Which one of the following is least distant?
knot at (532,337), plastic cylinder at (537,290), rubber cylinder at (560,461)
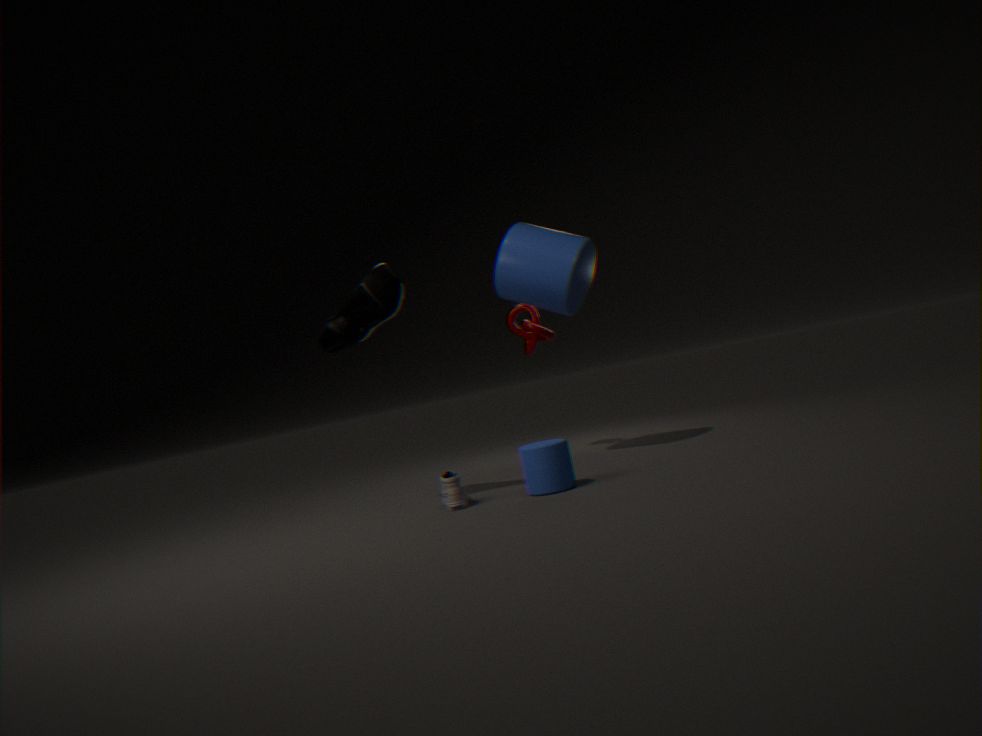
rubber cylinder at (560,461)
